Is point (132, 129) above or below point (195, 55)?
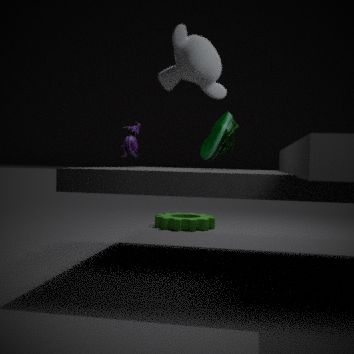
below
